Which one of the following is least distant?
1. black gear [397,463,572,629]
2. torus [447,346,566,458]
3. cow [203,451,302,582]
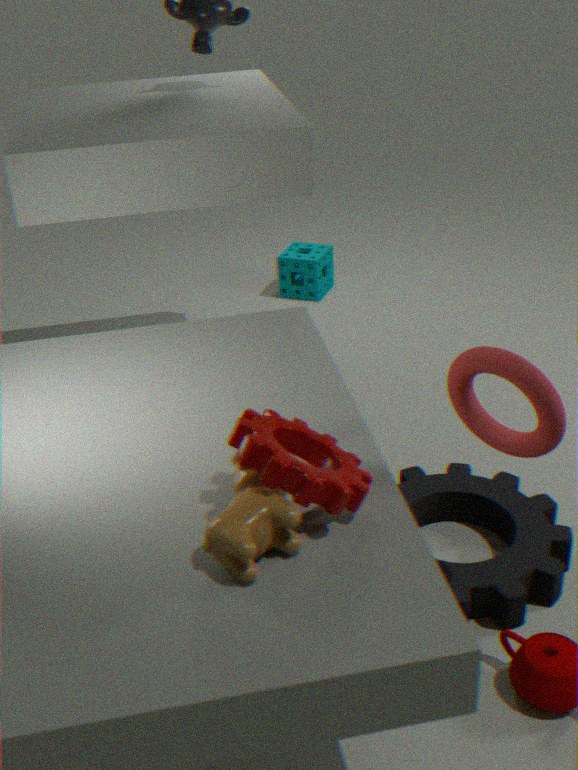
cow [203,451,302,582]
